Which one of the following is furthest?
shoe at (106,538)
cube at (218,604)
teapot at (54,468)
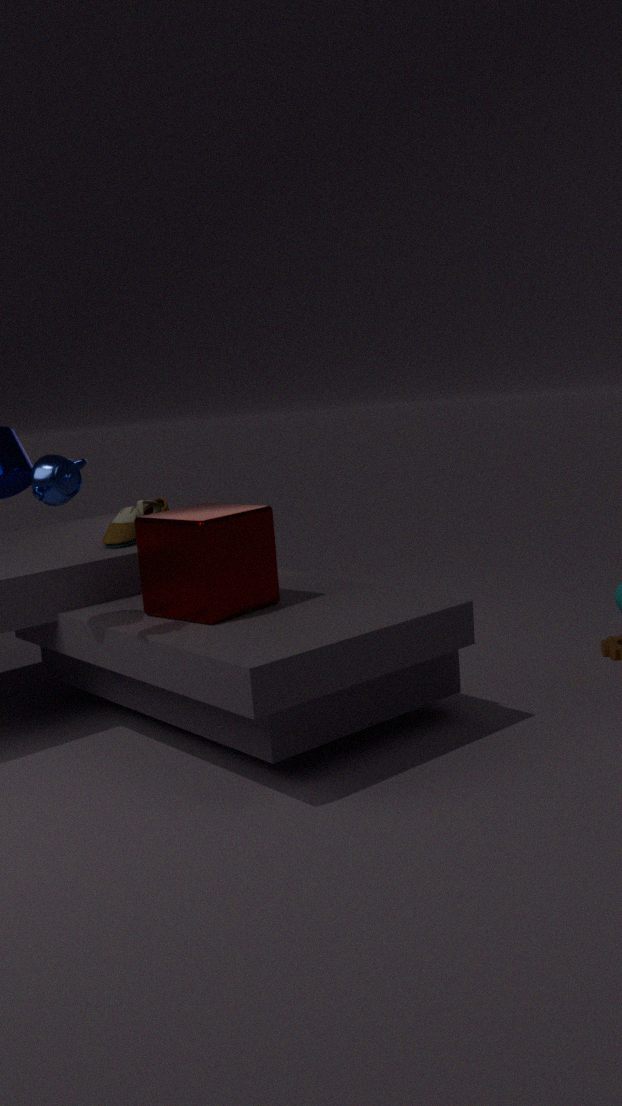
shoe at (106,538)
